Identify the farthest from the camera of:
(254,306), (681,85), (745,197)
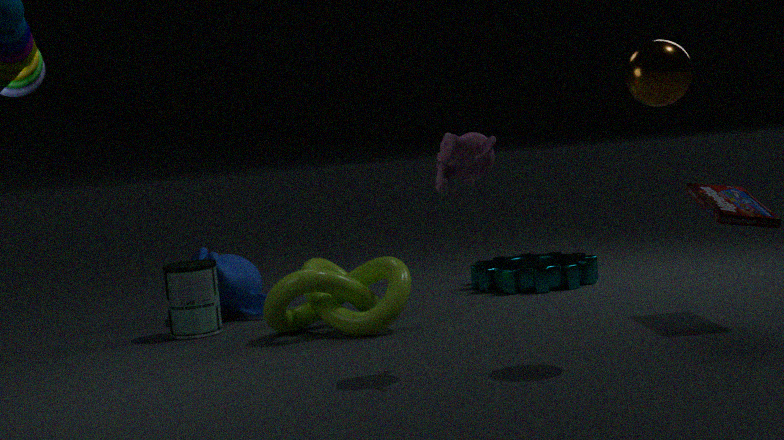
(254,306)
